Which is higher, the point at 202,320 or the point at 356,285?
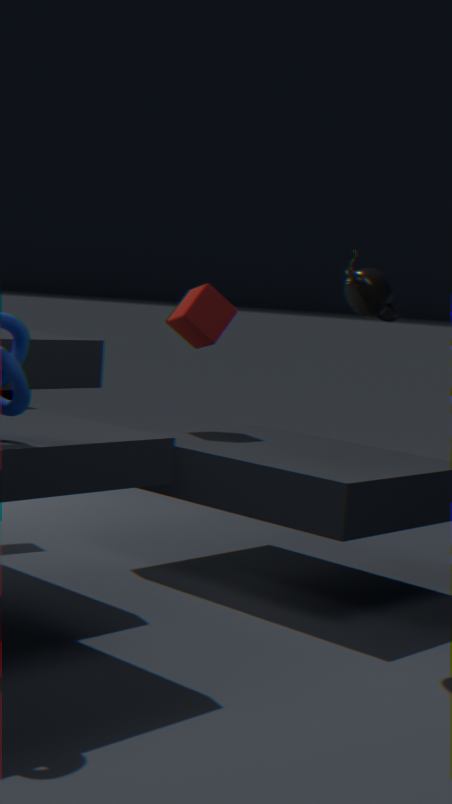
the point at 356,285
